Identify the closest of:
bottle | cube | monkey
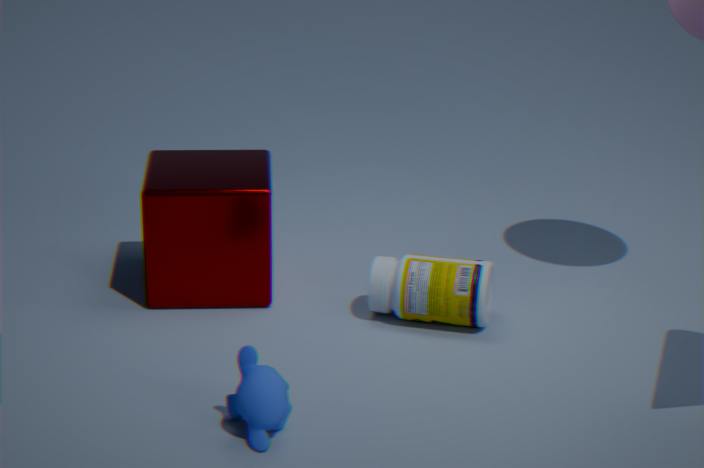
monkey
